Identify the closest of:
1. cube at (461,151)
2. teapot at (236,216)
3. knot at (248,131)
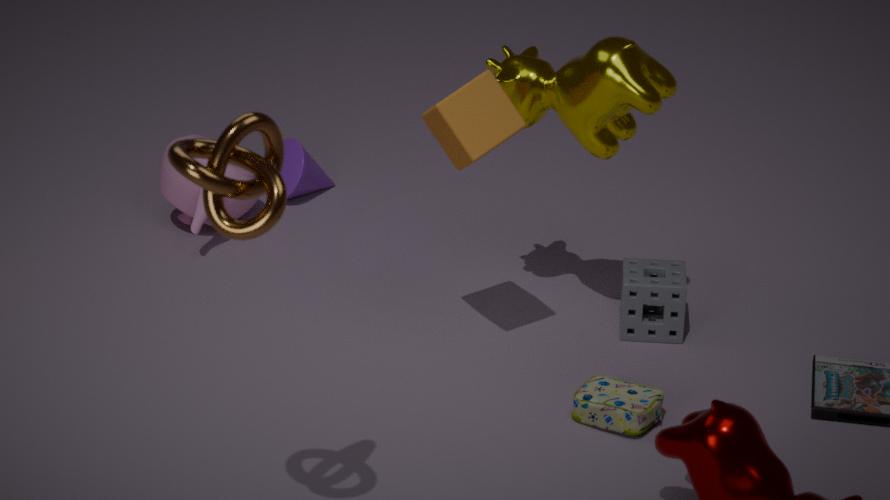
knot at (248,131)
